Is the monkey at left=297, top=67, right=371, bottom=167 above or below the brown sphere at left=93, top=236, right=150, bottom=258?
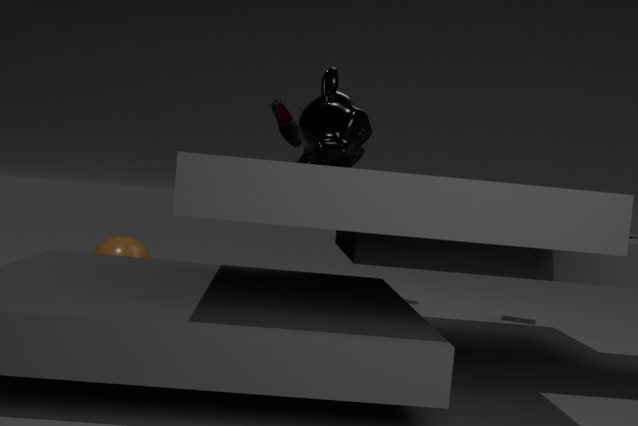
above
